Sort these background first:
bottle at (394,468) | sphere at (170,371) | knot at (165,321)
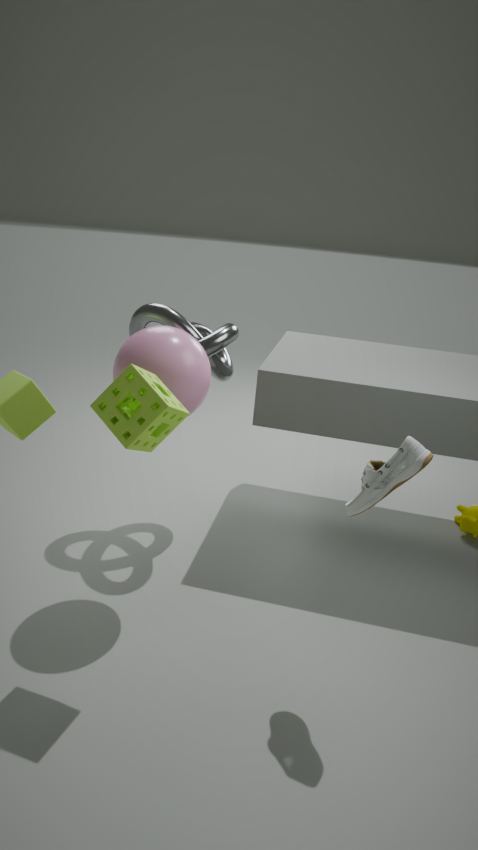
knot at (165,321), sphere at (170,371), bottle at (394,468)
